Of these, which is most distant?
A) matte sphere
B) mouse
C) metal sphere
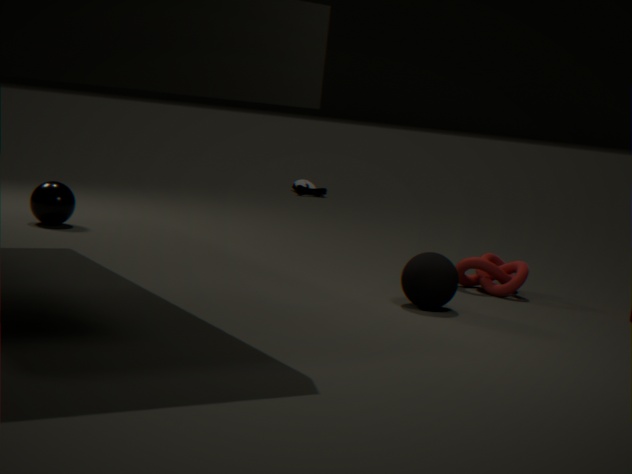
mouse
